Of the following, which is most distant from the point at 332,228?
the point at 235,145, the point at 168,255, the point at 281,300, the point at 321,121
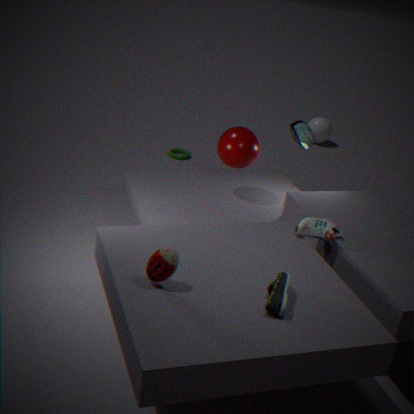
the point at 321,121
